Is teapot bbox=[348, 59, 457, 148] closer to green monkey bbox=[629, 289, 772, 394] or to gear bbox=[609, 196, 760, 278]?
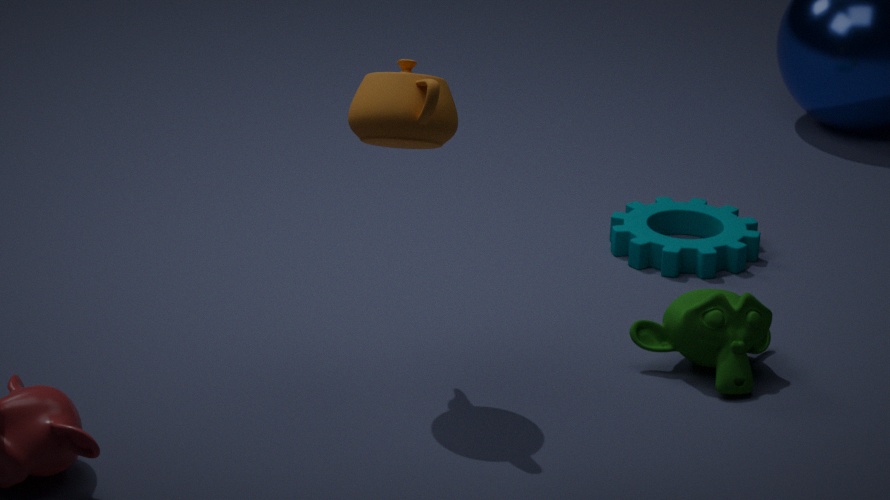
green monkey bbox=[629, 289, 772, 394]
